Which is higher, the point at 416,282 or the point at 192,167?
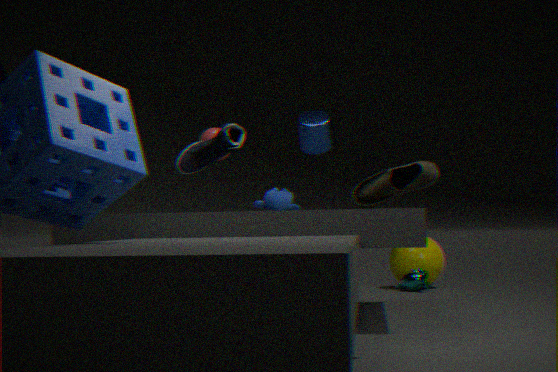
the point at 192,167
